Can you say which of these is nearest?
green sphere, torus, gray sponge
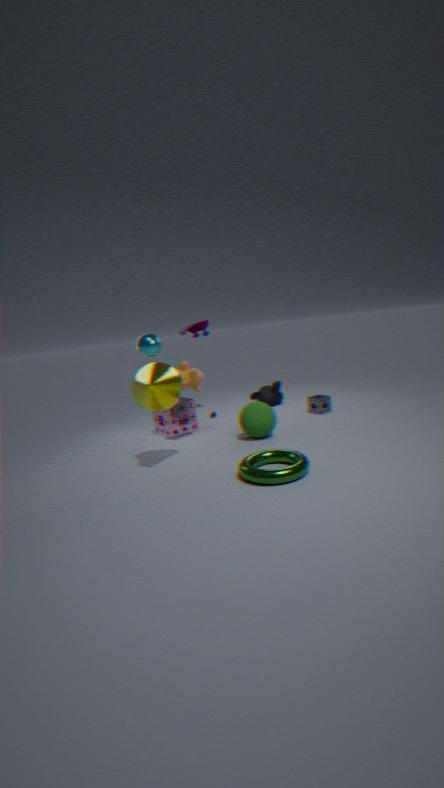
torus
